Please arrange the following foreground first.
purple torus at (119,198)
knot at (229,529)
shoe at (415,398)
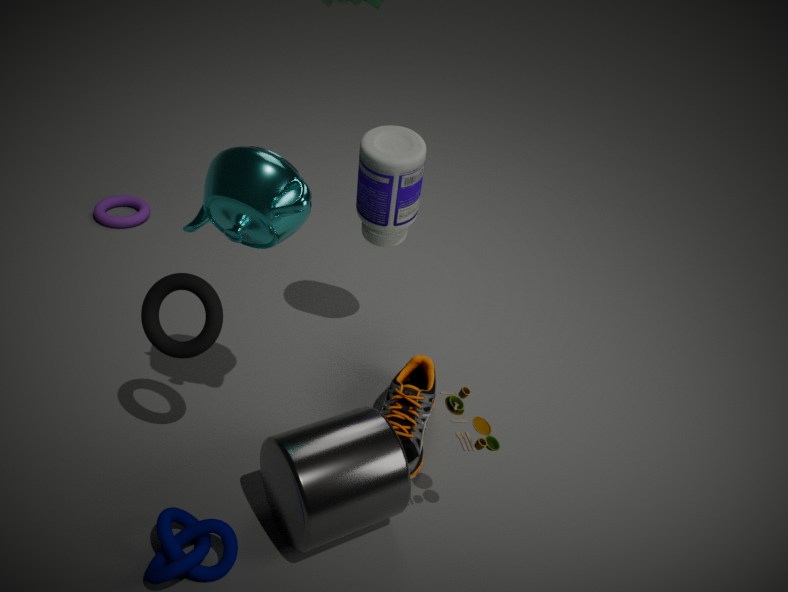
knot at (229,529) → shoe at (415,398) → purple torus at (119,198)
